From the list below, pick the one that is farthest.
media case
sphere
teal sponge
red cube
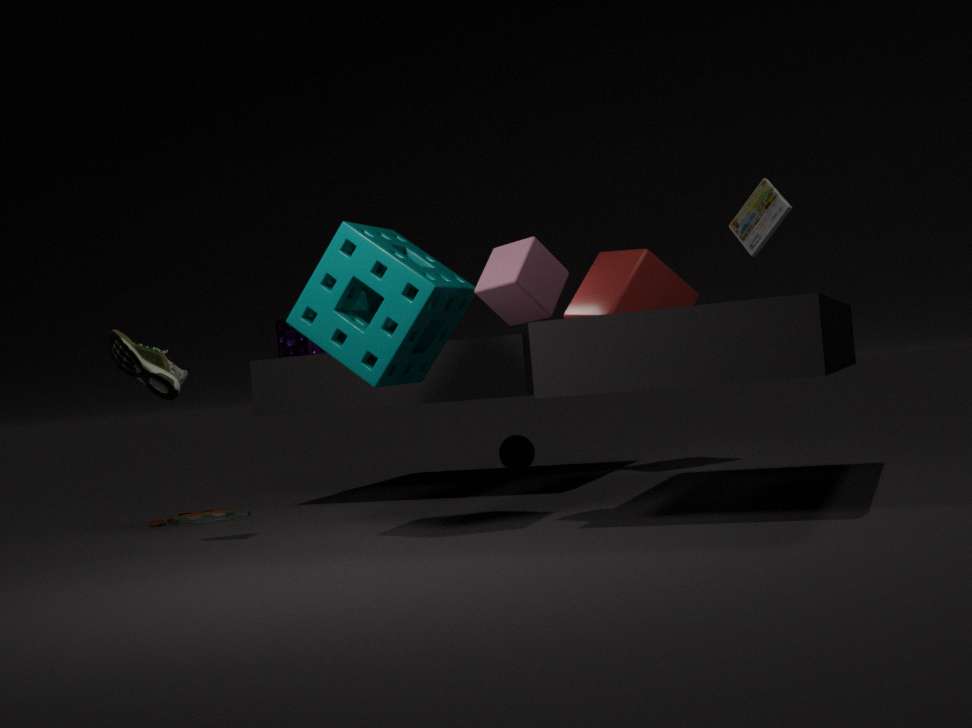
sphere
